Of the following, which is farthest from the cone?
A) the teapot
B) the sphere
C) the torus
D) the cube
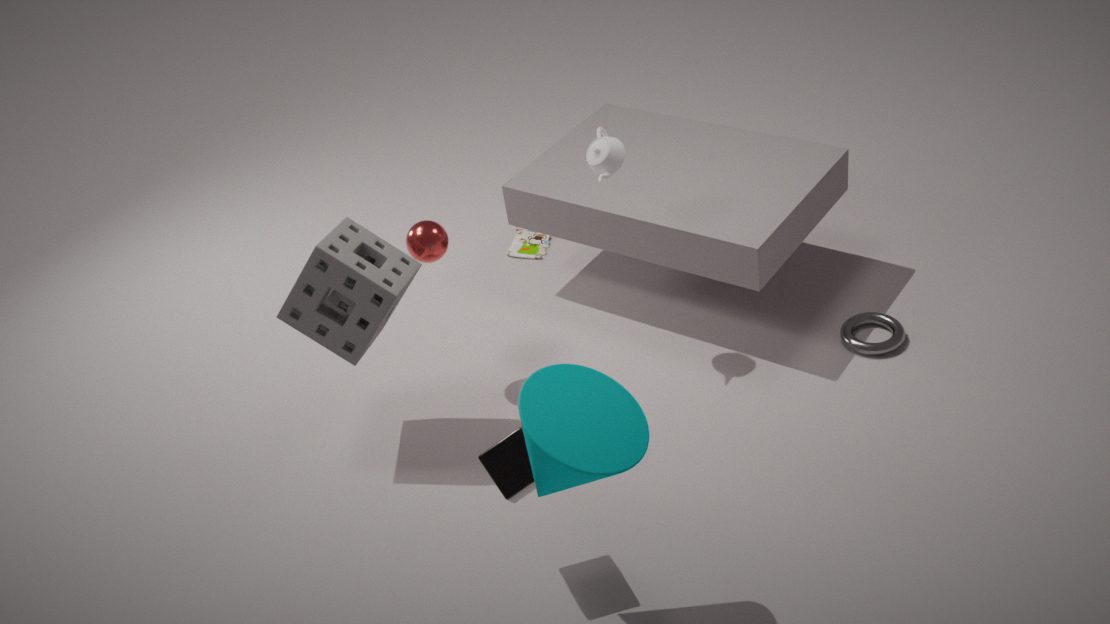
the torus
